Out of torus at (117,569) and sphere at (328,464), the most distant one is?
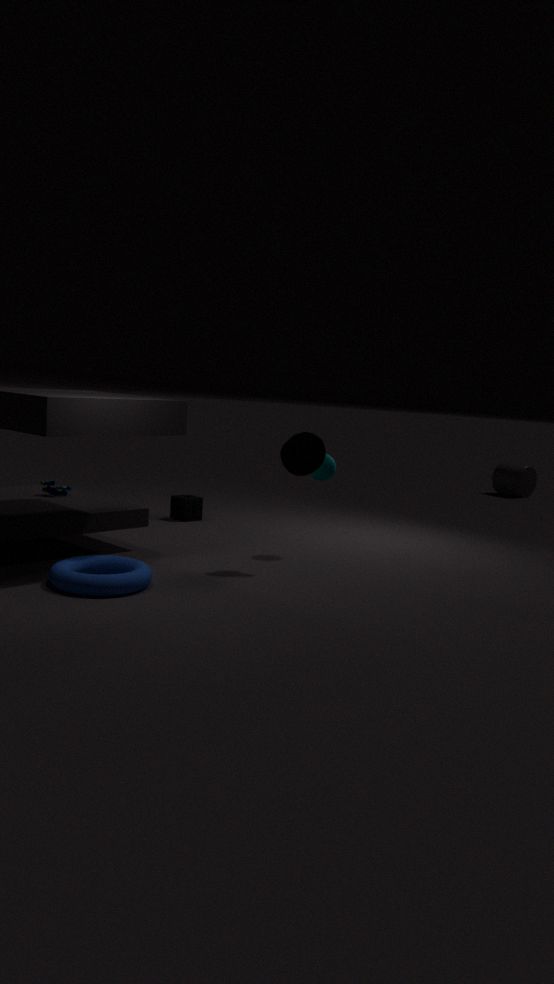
sphere at (328,464)
